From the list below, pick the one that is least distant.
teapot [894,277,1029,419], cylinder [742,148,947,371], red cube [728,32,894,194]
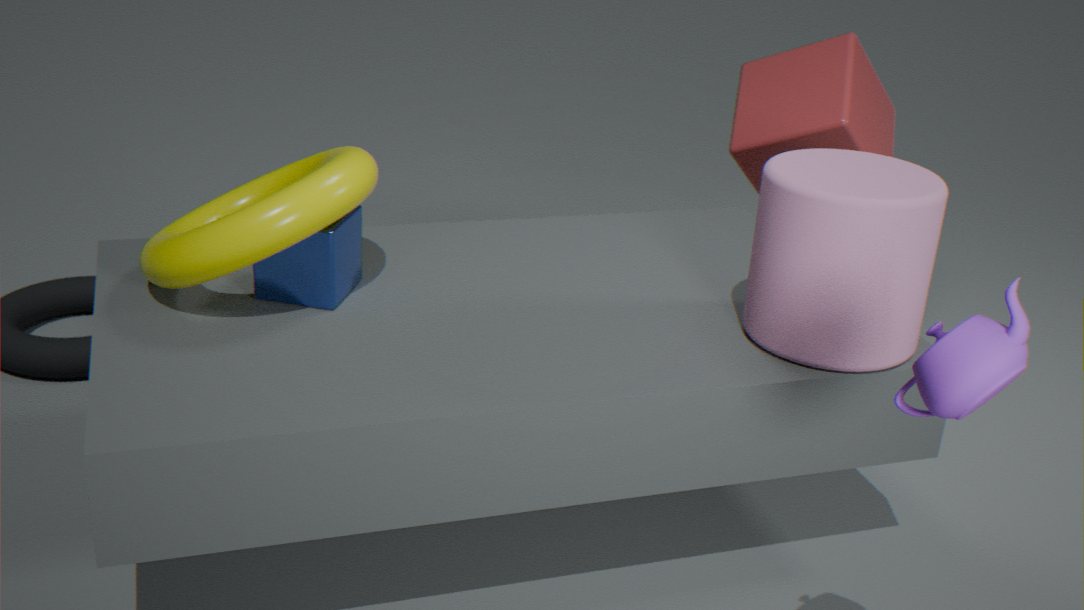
teapot [894,277,1029,419]
